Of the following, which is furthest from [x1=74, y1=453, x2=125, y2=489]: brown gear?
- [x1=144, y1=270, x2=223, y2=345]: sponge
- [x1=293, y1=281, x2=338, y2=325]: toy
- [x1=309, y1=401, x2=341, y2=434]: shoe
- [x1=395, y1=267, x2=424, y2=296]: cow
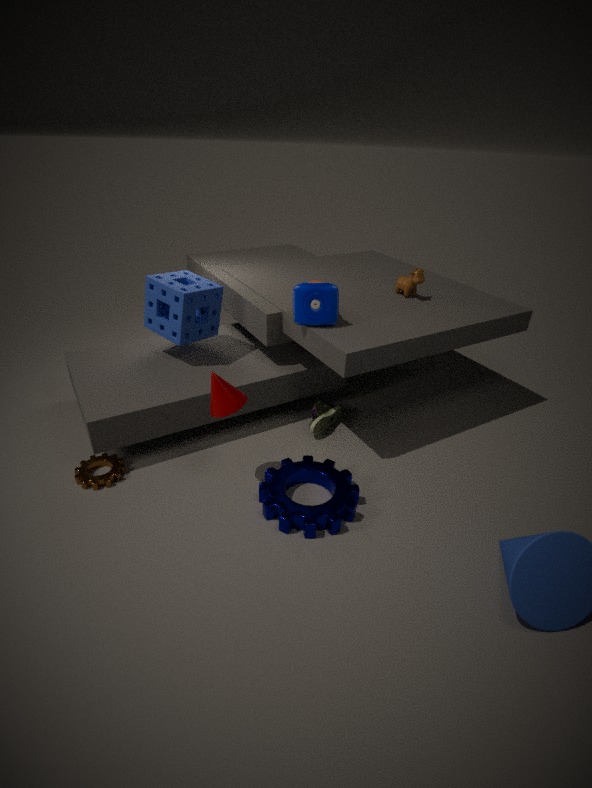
[x1=395, y1=267, x2=424, y2=296]: cow
